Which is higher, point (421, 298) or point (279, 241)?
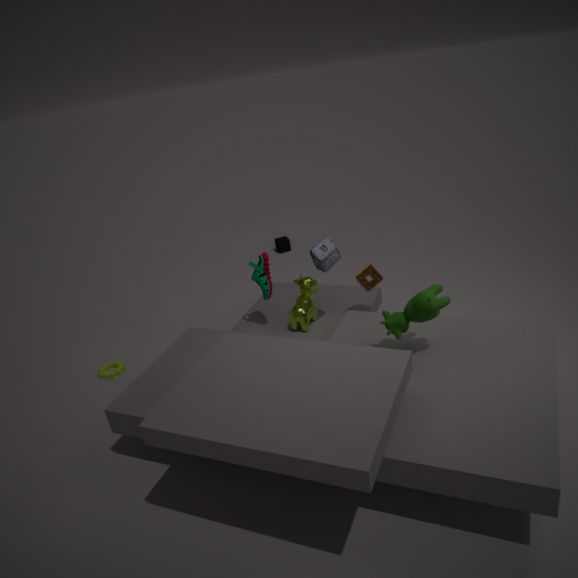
point (421, 298)
